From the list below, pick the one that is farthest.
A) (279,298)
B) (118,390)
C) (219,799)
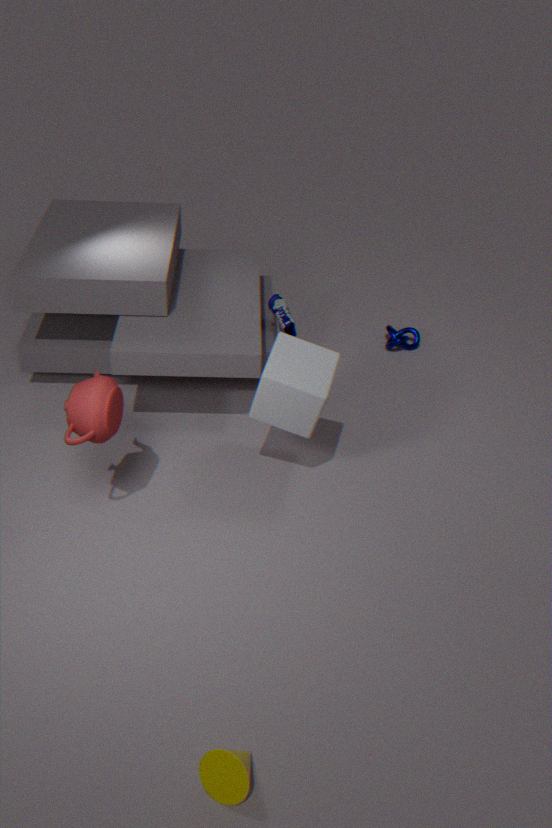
(279,298)
